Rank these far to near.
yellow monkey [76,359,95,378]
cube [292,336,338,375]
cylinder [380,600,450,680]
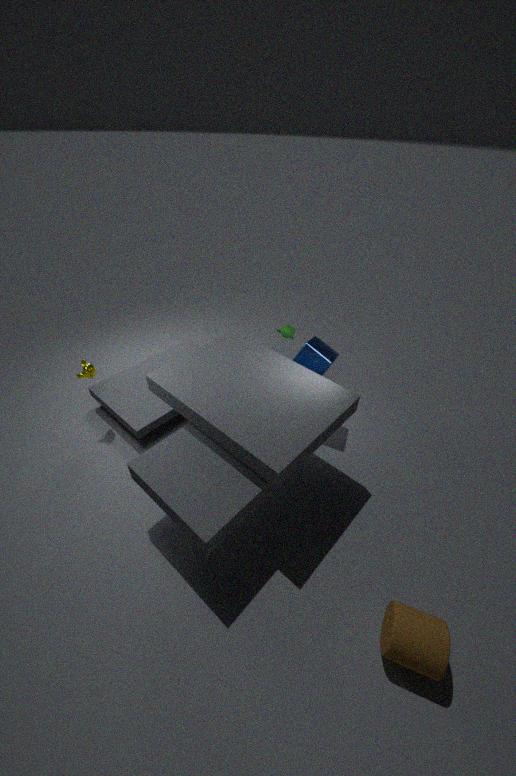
yellow monkey [76,359,95,378]
cube [292,336,338,375]
cylinder [380,600,450,680]
